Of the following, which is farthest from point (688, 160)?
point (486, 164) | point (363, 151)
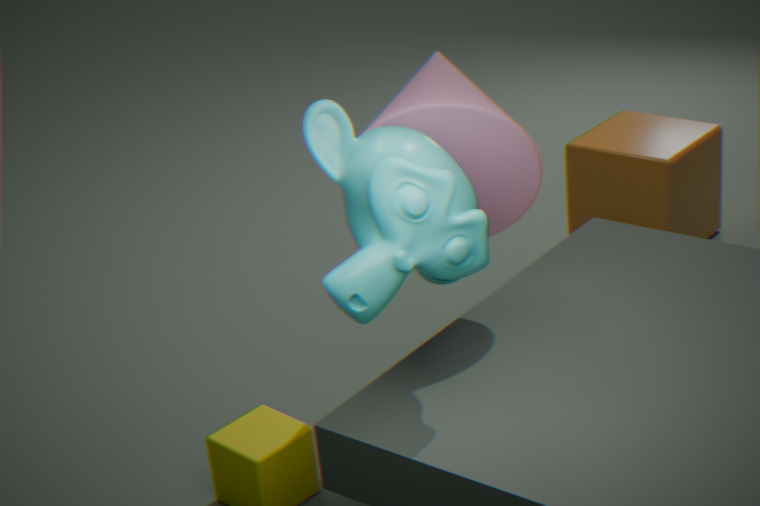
point (363, 151)
